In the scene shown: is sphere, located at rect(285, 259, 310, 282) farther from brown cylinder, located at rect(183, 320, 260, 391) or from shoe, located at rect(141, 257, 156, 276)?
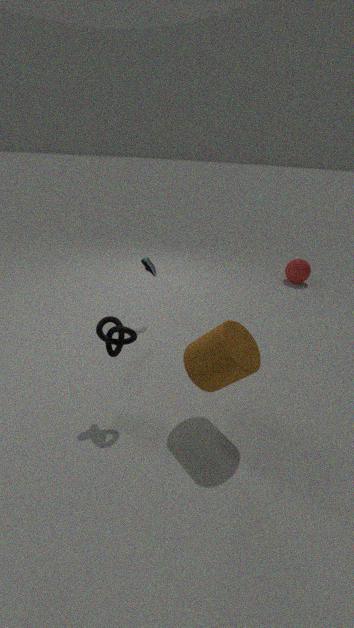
brown cylinder, located at rect(183, 320, 260, 391)
